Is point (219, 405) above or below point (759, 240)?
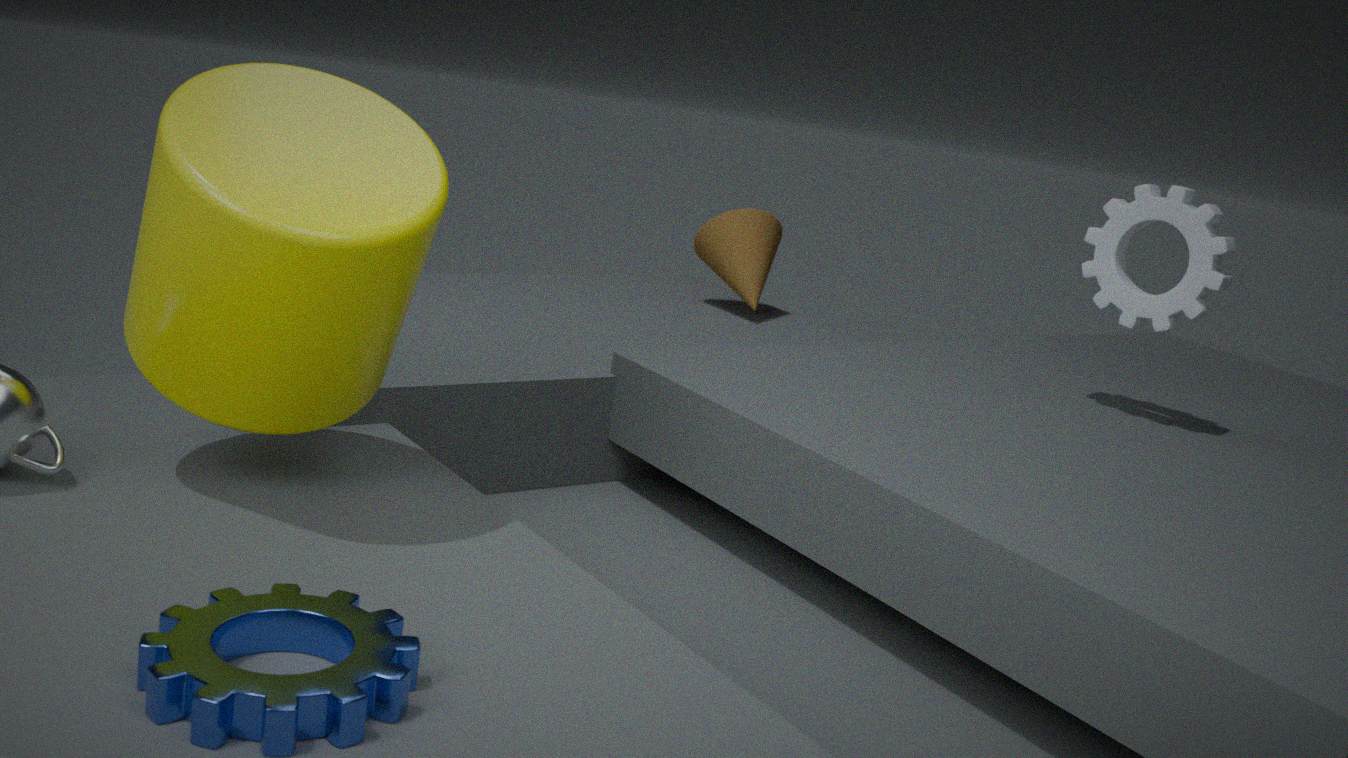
above
